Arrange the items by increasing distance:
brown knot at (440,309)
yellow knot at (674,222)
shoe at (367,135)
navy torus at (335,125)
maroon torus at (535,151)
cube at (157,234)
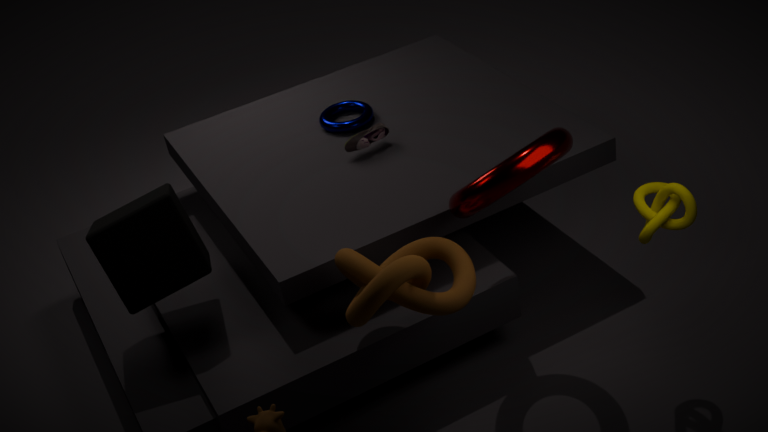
brown knot at (440,309), maroon torus at (535,151), yellow knot at (674,222), cube at (157,234), shoe at (367,135), navy torus at (335,125)
